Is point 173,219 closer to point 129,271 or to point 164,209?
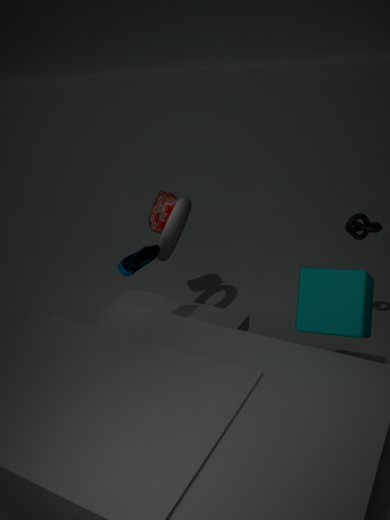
point 164,209
